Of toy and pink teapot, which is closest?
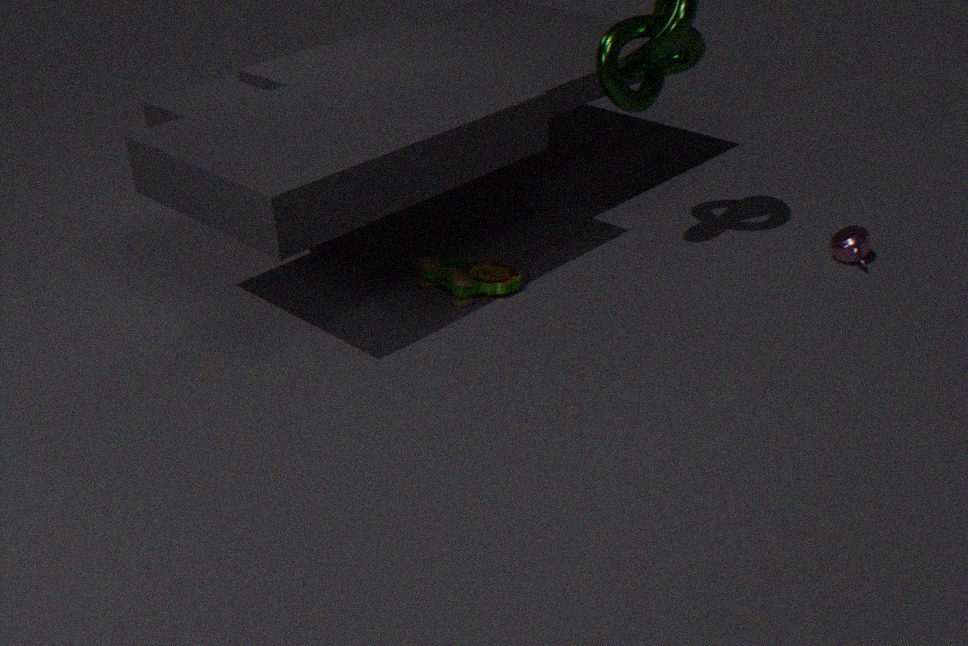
toy
